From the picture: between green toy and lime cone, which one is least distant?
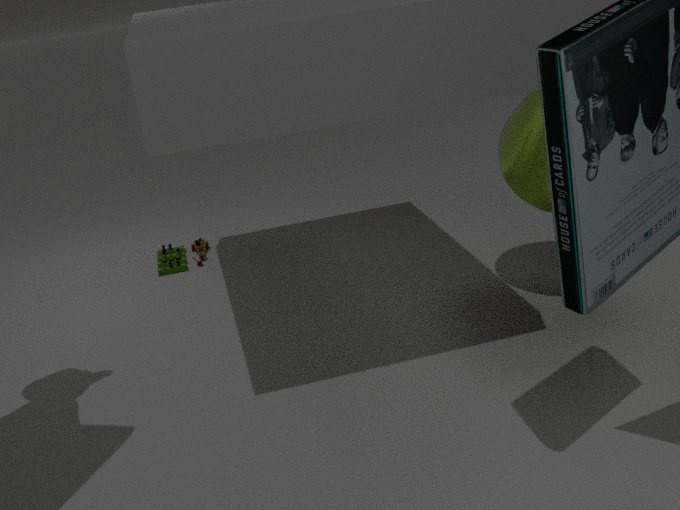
lime cone
